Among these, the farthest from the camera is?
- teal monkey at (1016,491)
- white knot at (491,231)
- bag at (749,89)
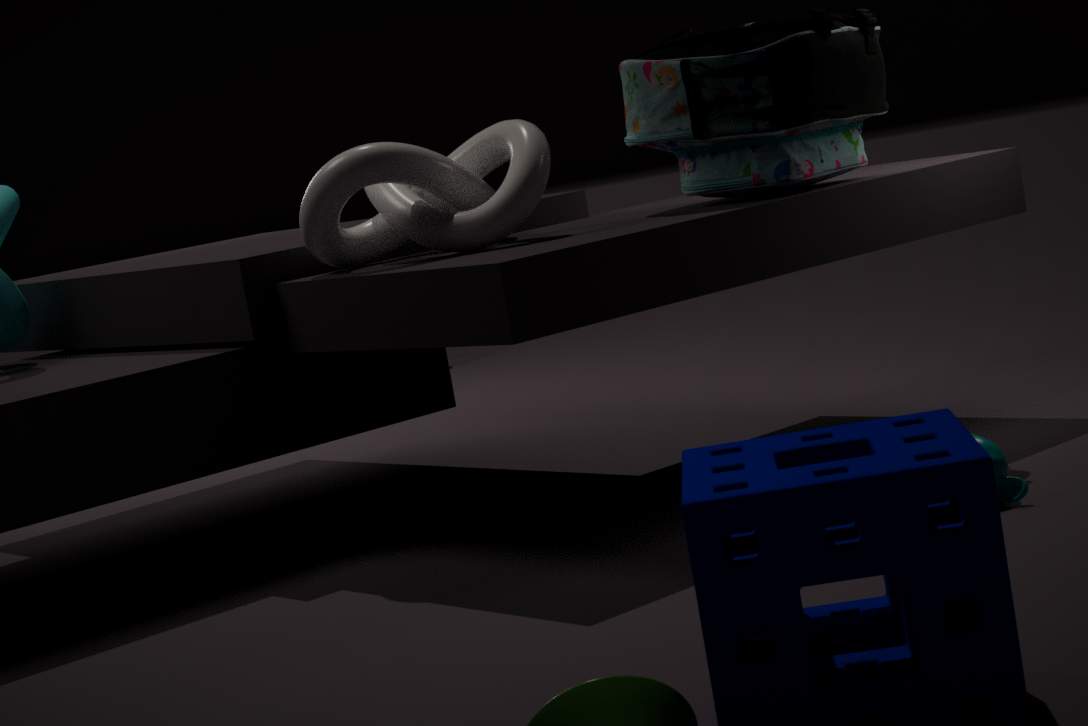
white knot at (491,231)
